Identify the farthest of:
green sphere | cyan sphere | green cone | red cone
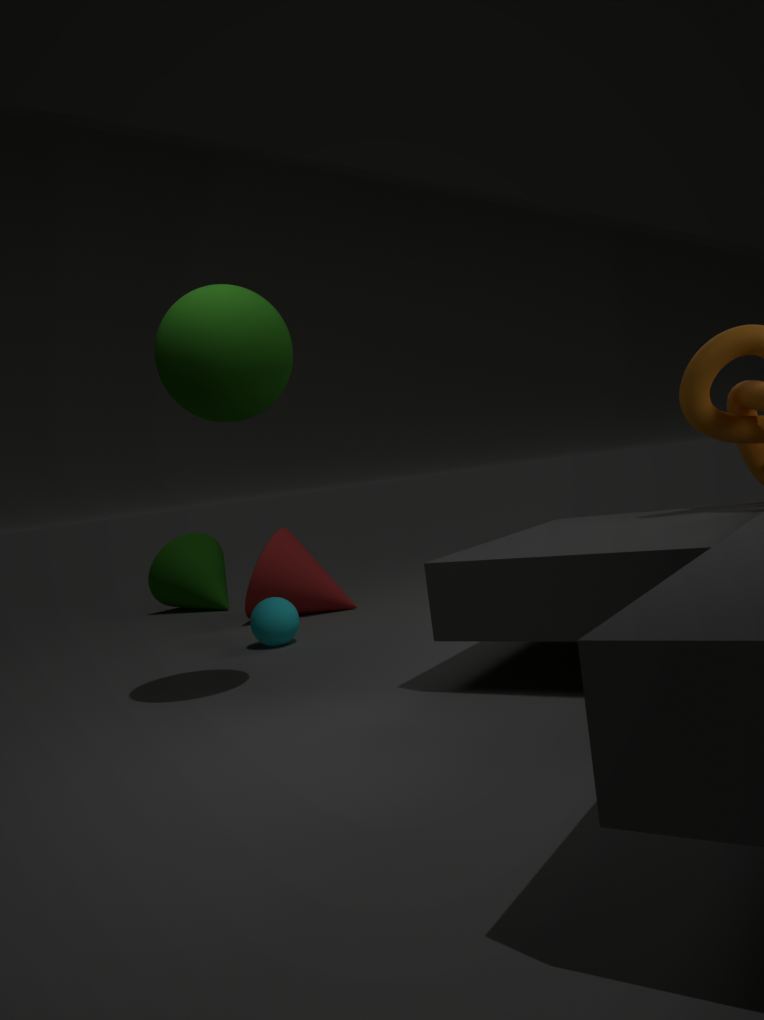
green cone
